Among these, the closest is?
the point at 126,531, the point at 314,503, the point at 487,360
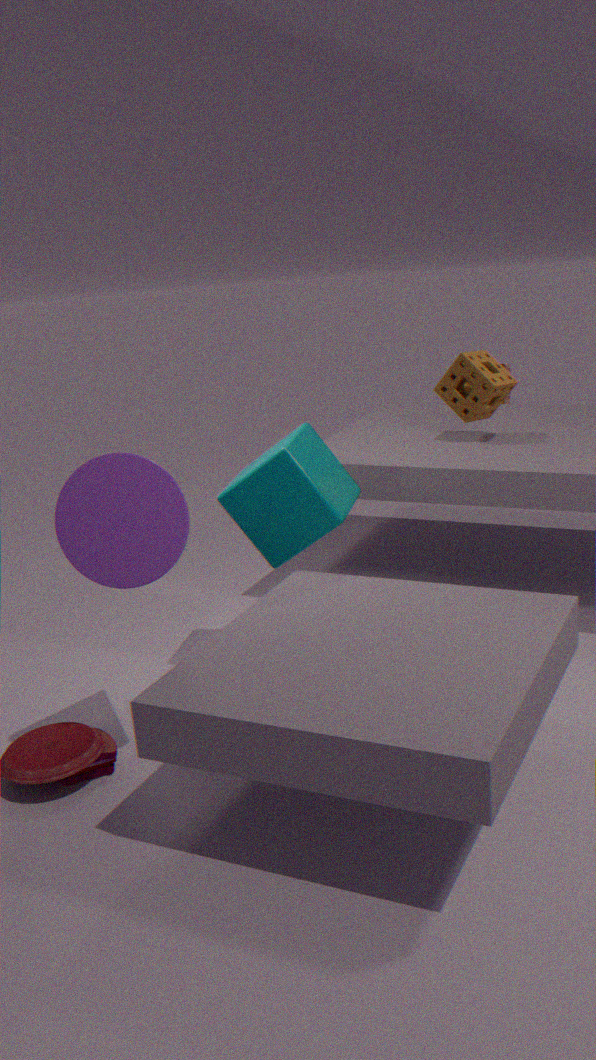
the point at 126,531
